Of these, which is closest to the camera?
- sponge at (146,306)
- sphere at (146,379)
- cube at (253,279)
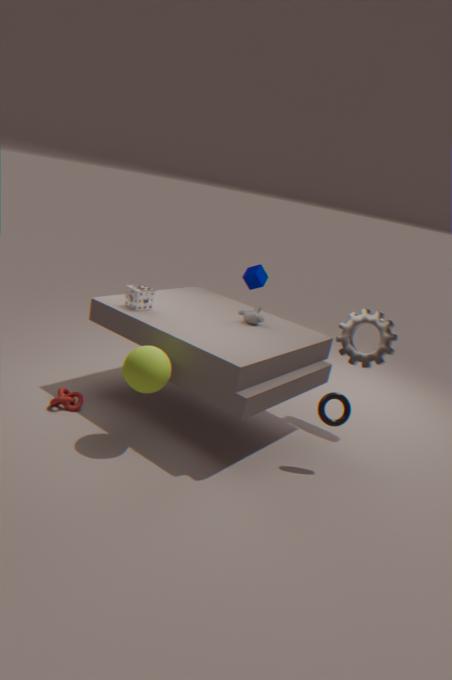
sphere at (146,379)
